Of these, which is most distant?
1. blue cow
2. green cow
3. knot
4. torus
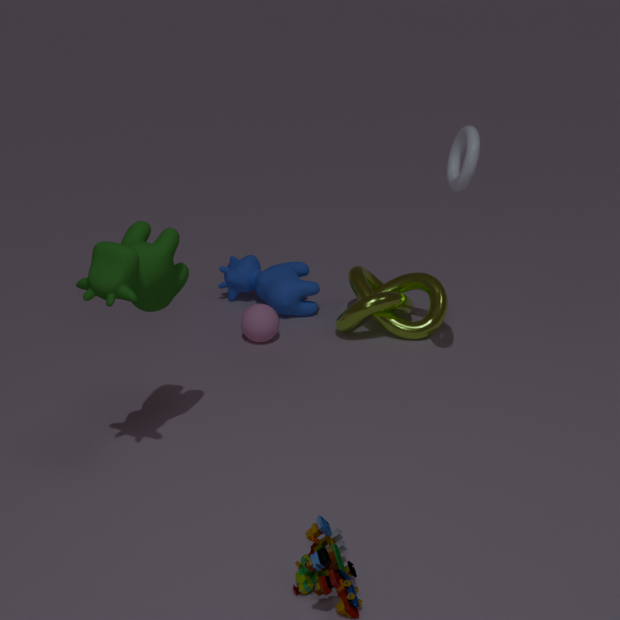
blue cow
